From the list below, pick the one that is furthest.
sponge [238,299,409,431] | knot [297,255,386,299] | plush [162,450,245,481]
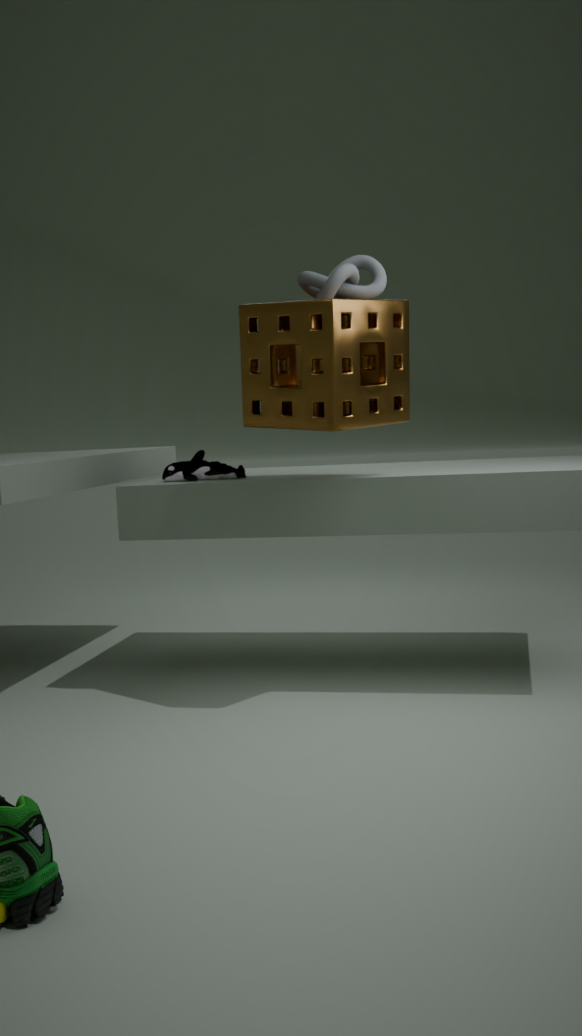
plush [162,450,245,481]
